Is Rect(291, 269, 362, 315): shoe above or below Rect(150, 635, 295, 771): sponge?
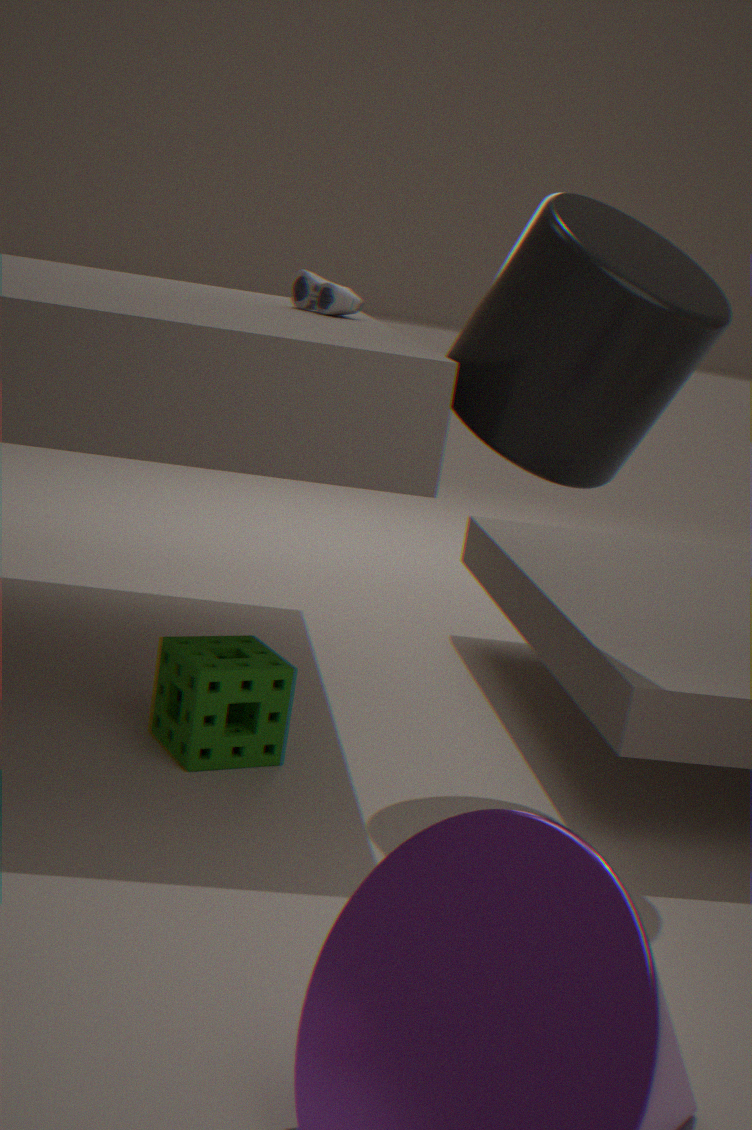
above
